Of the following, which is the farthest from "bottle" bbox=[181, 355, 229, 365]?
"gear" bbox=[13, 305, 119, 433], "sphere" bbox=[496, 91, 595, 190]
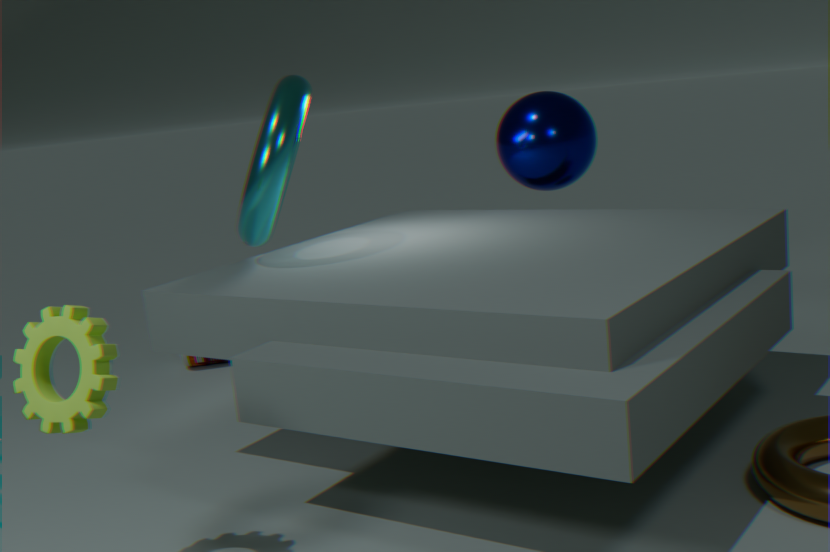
"gear" bbox=[13, 305, 119, 433]
